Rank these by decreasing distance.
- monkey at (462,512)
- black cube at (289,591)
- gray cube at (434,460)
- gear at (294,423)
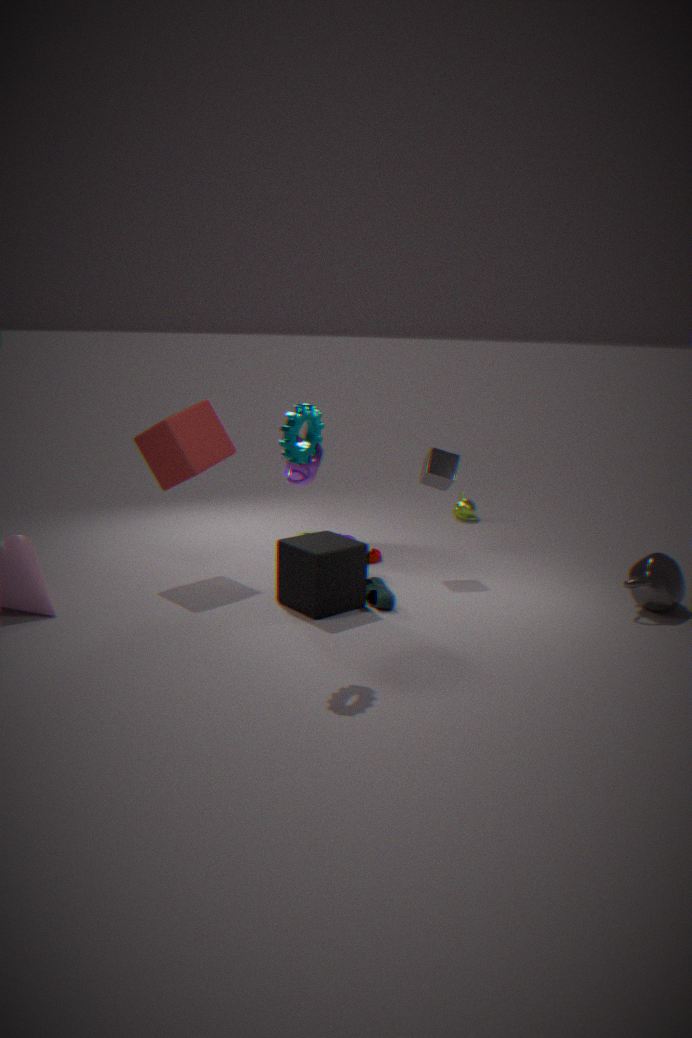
monkey at (462,512) → gray cube at (434,460) → black cube at (289,591) → gear at (294,423)
